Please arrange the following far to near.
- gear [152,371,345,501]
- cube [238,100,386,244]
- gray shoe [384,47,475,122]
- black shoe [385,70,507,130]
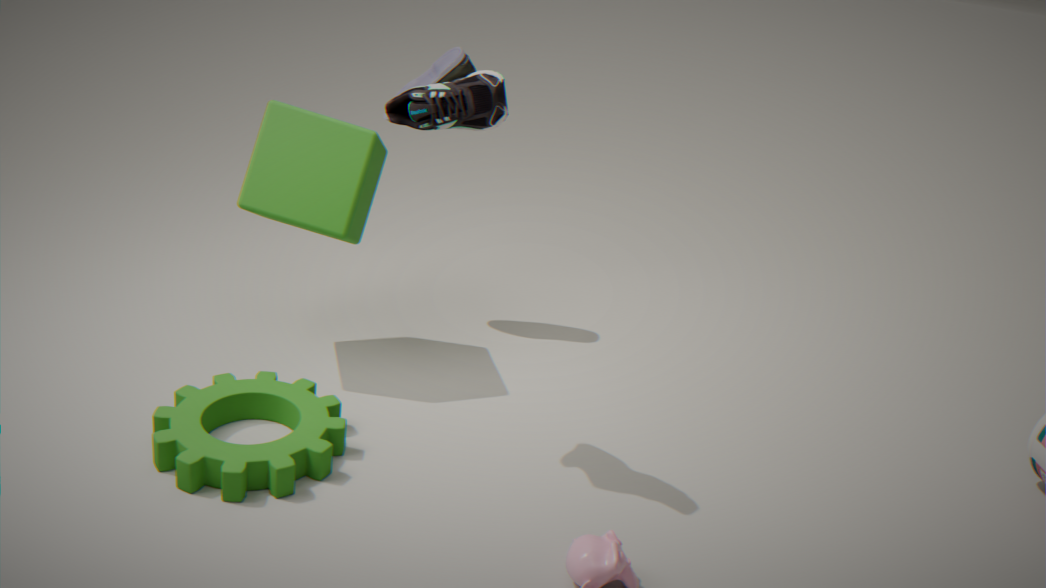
gray shoe [384,47,475,122], cube [238,100,386,244], gear [152,371,345,501], black shoe [385,70,507,130]
